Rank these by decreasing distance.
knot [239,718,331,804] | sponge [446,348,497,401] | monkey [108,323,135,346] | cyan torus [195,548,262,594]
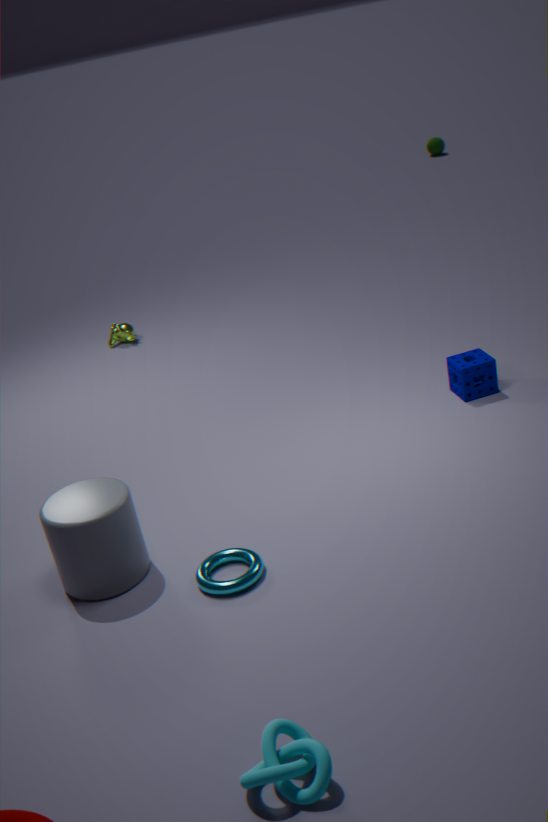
1. monkey [108,323,135,346]
2. sponge [446,348,497,401]
3. cyan torus [195,548,262,594]
4. knot [239,718,331,804]
